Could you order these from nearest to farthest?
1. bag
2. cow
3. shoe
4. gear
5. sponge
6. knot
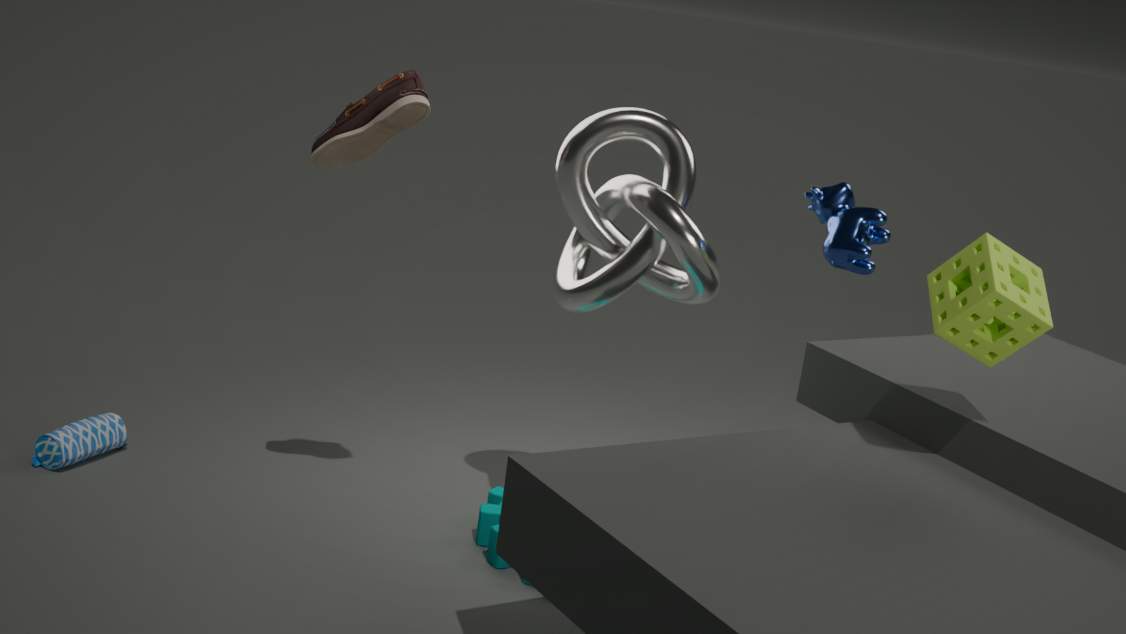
sponge → cow → shoe → knot → gear → bag
